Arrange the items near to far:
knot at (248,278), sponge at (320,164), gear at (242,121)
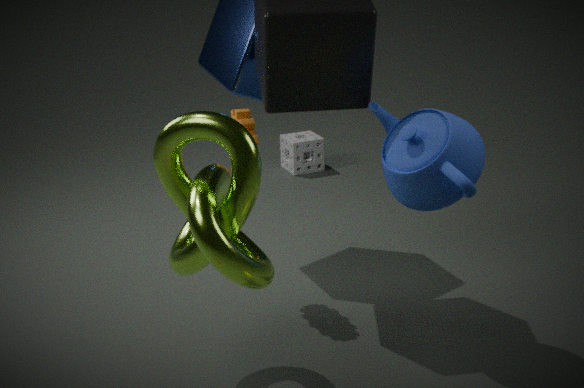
knot at (248,278) < gear at (242,121) < sponge at (320,164)
